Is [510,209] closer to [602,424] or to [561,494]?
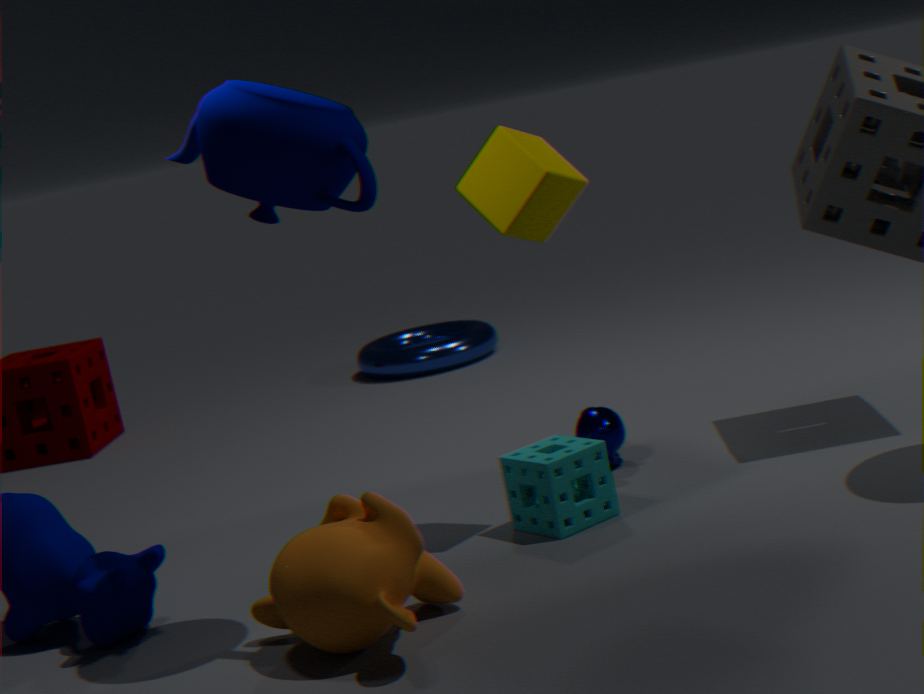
[561,494]
